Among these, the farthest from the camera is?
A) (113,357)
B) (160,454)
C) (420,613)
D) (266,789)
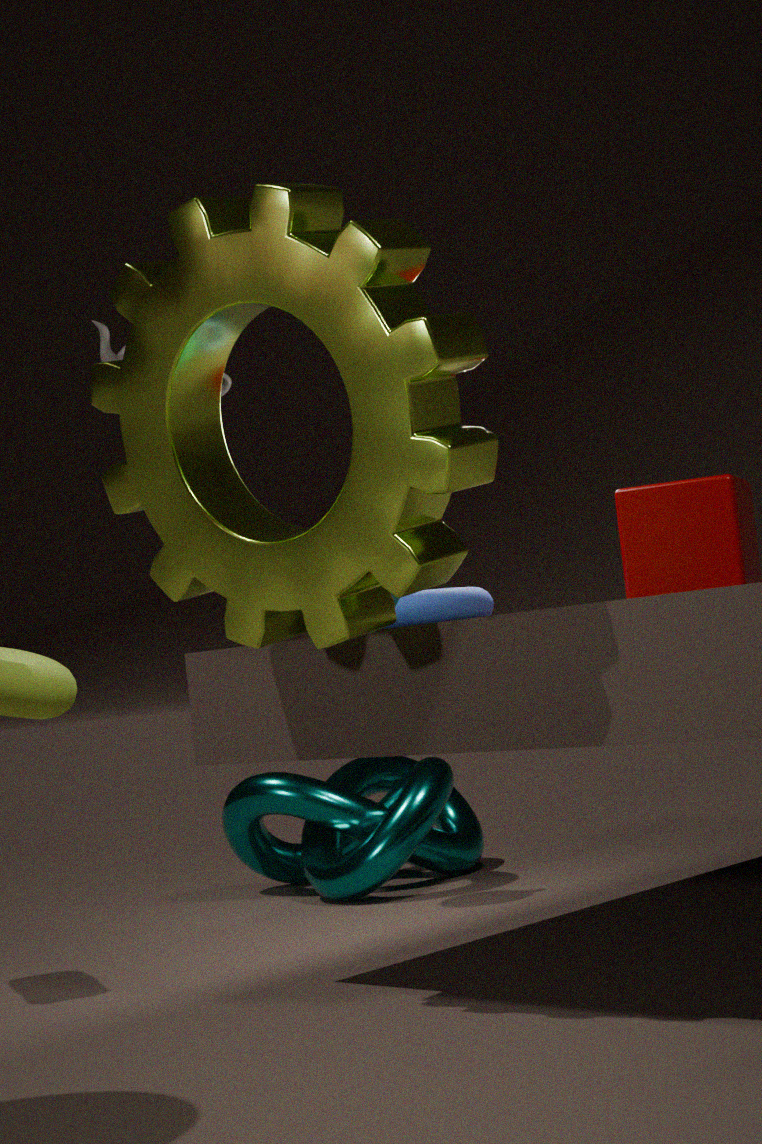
(266,789)
